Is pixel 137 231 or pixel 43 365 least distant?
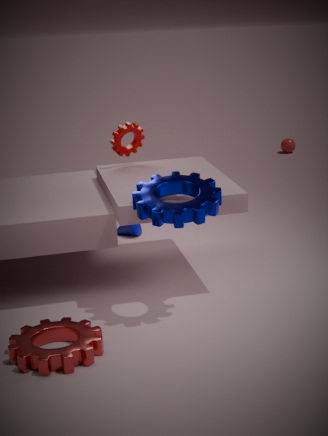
pixel 43 365
